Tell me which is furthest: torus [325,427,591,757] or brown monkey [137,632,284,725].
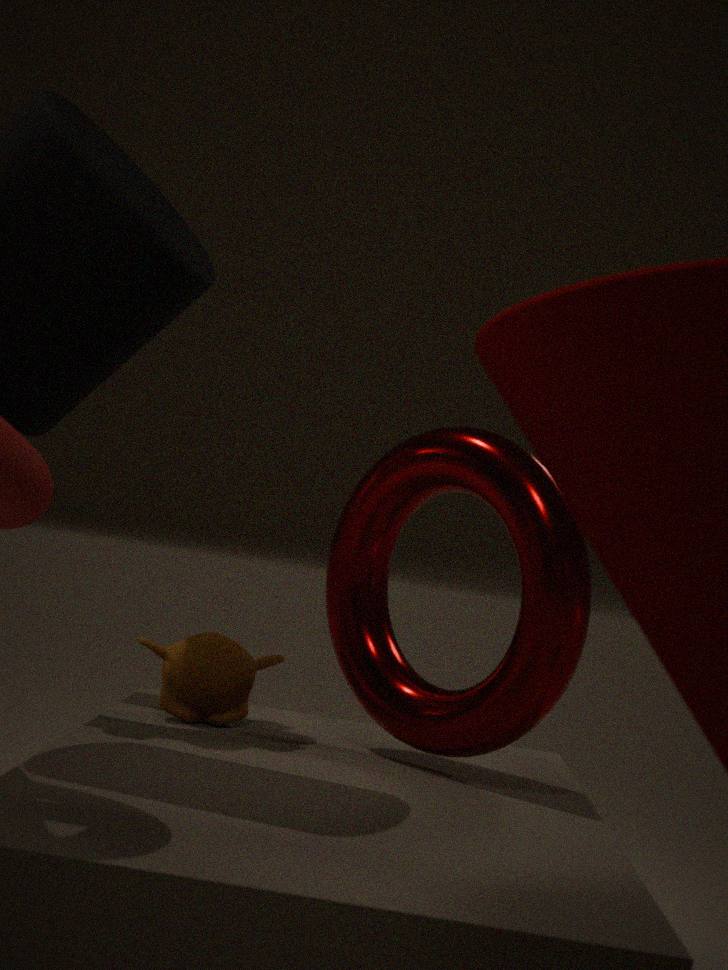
brown monkey [137,632,284,725]
